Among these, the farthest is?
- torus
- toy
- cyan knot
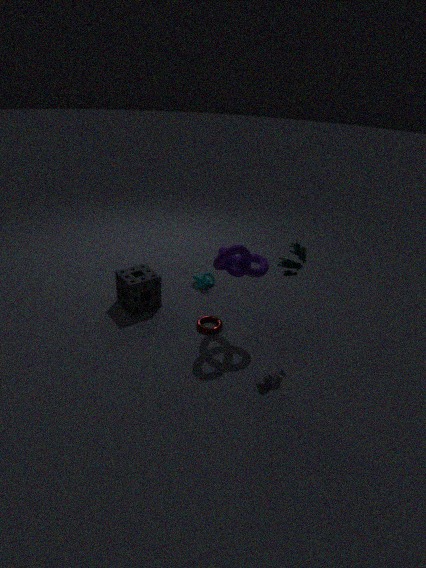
cyan knot
